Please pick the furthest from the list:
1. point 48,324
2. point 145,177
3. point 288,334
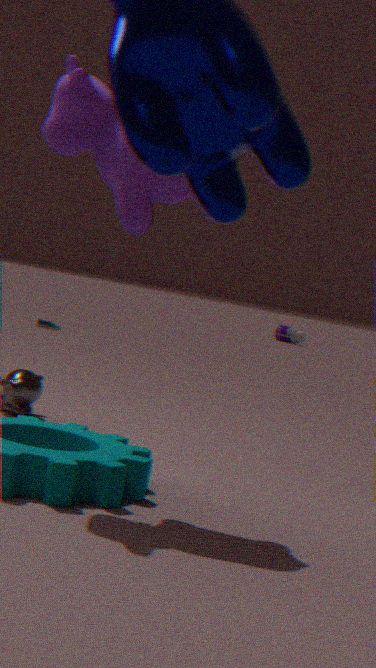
point 288,334
